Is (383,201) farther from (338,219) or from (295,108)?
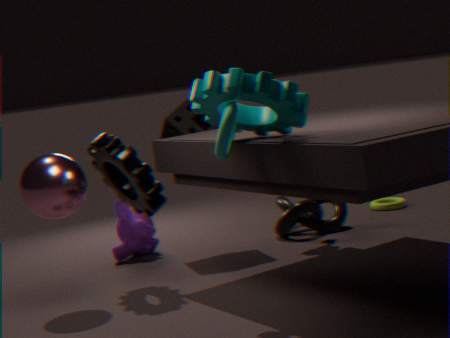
(295,108)
